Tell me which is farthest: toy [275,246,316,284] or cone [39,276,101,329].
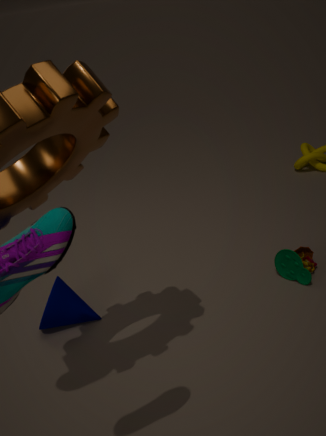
toy [275,246,316,284]
